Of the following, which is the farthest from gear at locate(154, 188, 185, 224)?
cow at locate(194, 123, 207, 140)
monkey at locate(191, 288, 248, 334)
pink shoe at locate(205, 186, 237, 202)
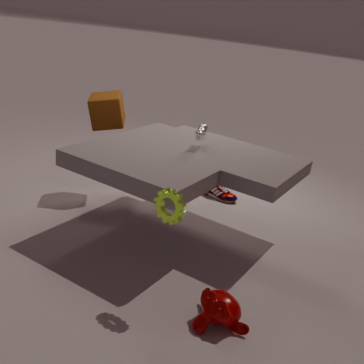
pink shoe at locate(205, 186, 237, 202)
